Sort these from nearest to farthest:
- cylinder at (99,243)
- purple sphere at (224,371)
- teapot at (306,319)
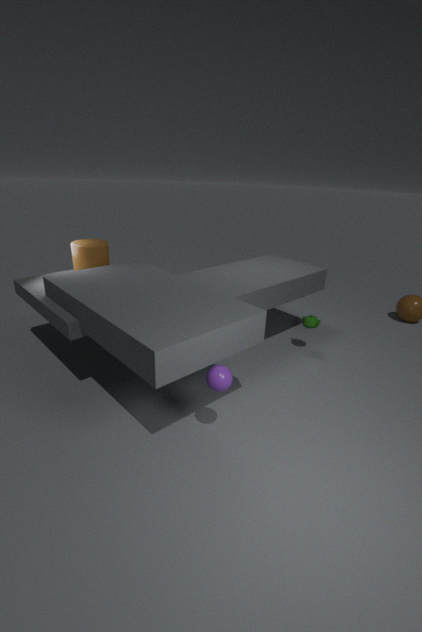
purple sphere at (224,371), cylinder at (99,243), teapot at (306,319)
